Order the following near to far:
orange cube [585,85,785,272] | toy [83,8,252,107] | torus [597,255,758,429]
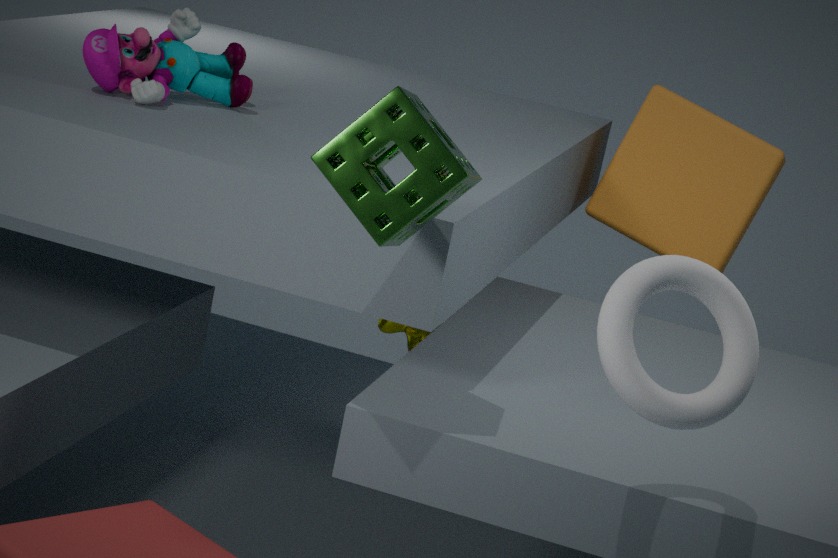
torus [597,255,758,429] < toy [83,8,252,107] < orange cube [585,85,785,272]
